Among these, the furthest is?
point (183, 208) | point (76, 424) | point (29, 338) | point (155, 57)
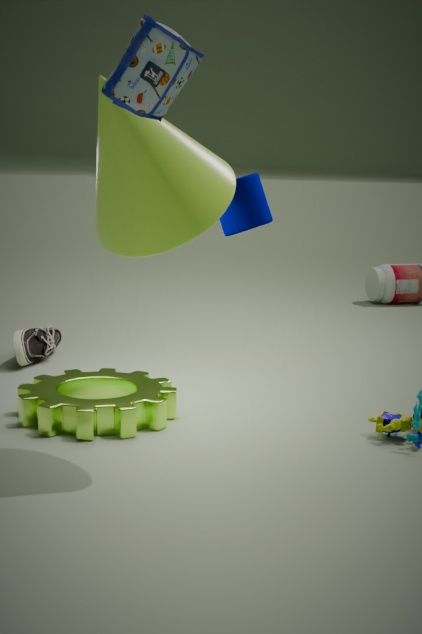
point (29, 338)
